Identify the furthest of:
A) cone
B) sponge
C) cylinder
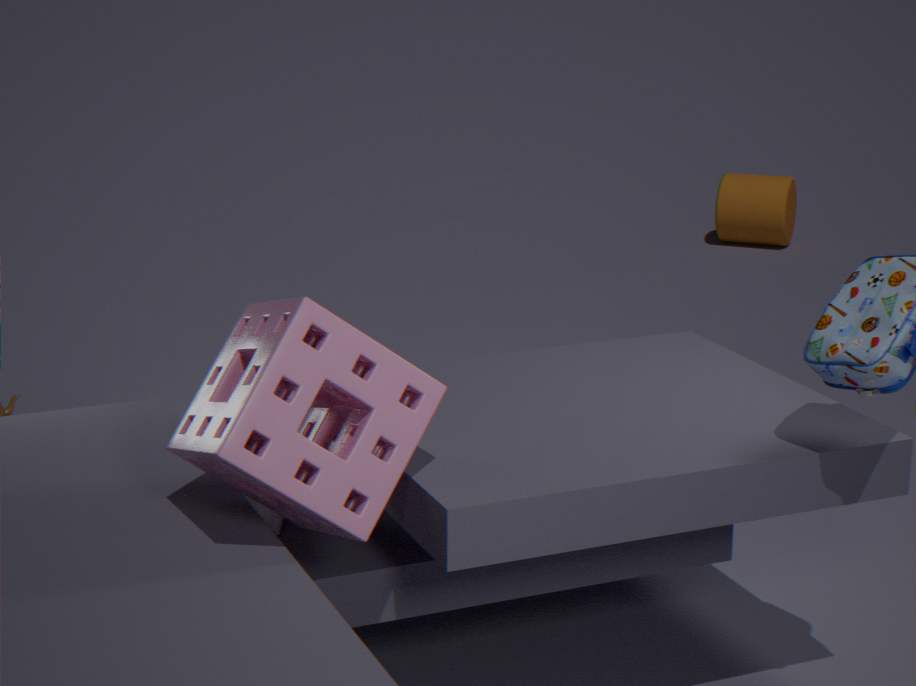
cylinder
